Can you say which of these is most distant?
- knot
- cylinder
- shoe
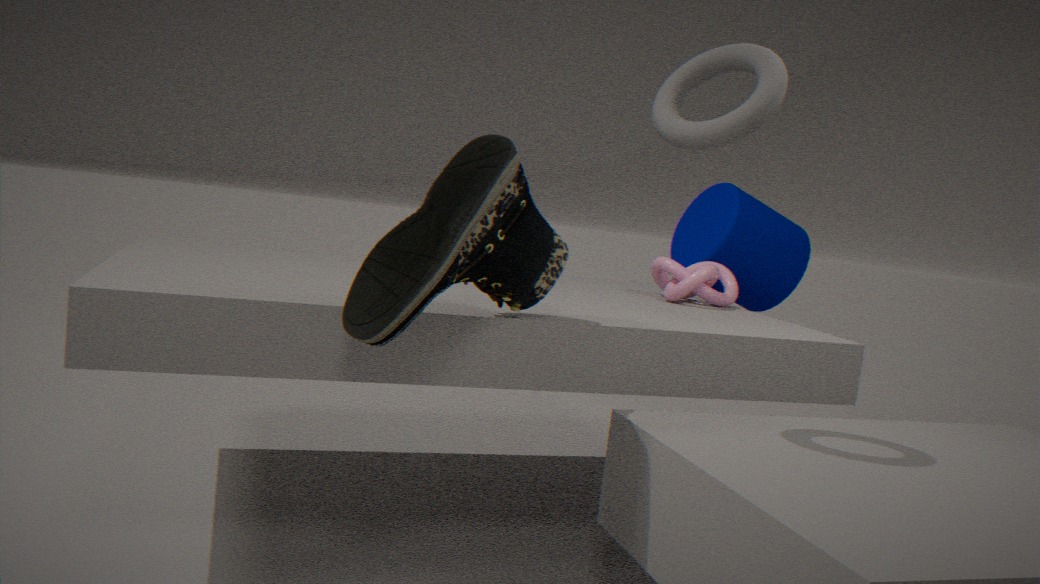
cylinder
